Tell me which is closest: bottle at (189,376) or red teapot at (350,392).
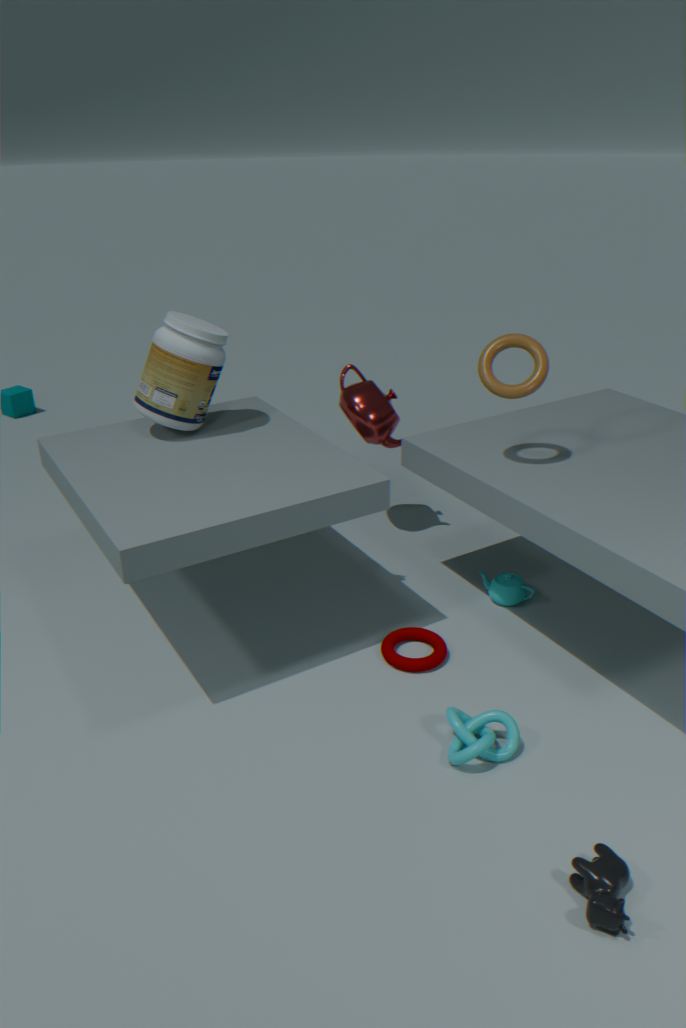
bottle at (189,376)
